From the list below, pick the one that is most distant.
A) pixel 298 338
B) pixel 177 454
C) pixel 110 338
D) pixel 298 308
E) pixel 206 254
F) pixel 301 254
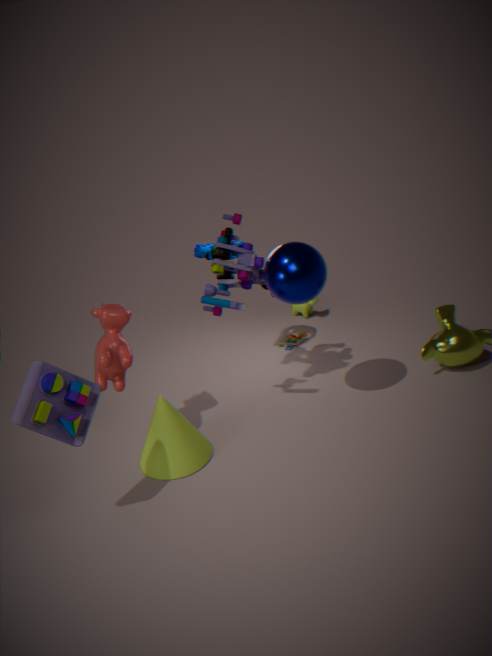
pixel 298 308
